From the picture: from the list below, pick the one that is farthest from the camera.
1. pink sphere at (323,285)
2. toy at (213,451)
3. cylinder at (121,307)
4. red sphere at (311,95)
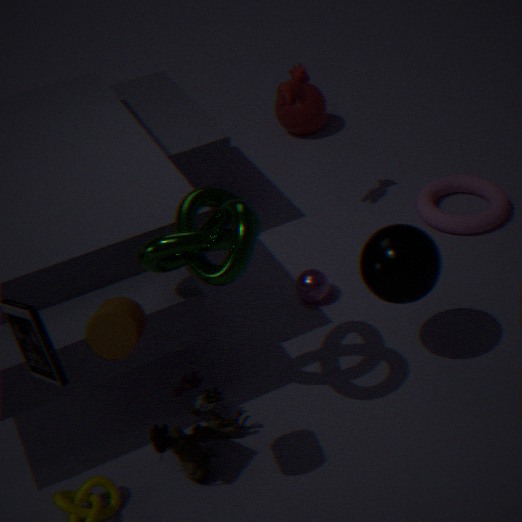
red sphere at (311,95)
